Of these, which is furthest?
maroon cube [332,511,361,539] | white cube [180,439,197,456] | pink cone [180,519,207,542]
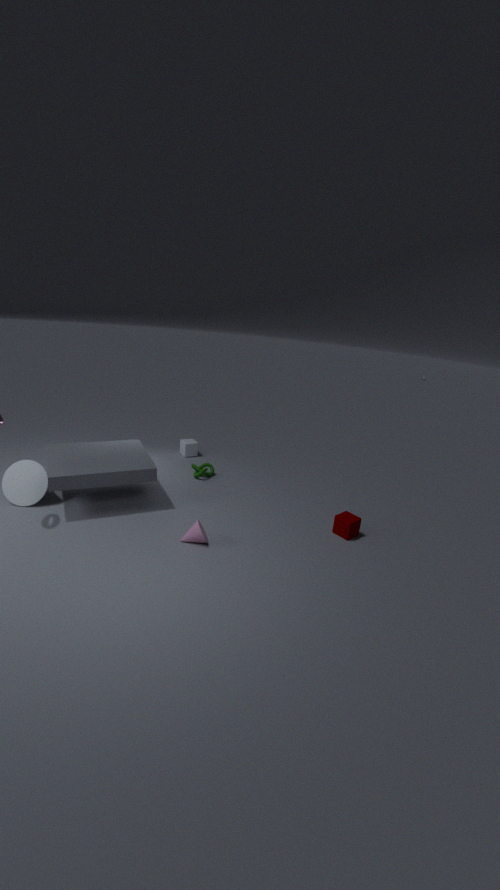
white cube [180,439,197,456]
